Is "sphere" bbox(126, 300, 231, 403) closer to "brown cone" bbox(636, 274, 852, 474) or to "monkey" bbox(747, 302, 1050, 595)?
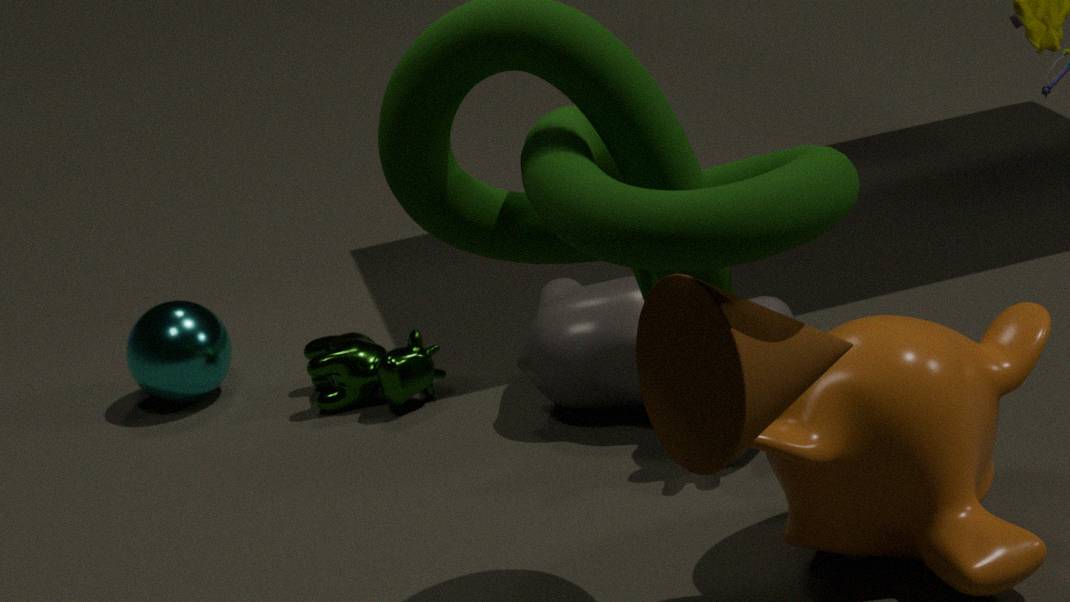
"monkey" bbox(747, 302, 1050, 595)
